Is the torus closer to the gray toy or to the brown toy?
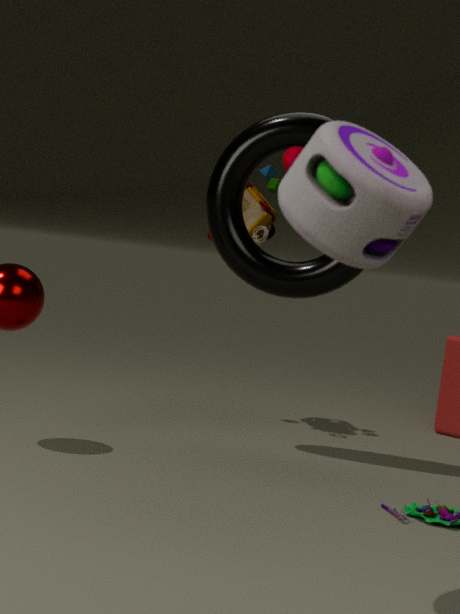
the brown toy
